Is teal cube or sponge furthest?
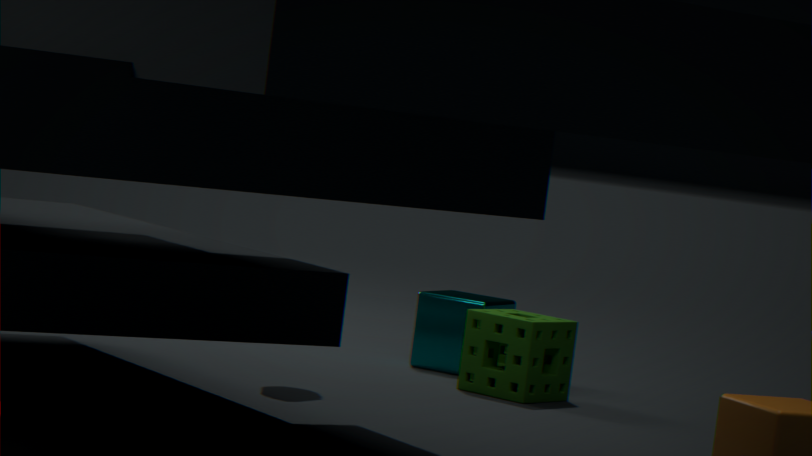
teal cube
